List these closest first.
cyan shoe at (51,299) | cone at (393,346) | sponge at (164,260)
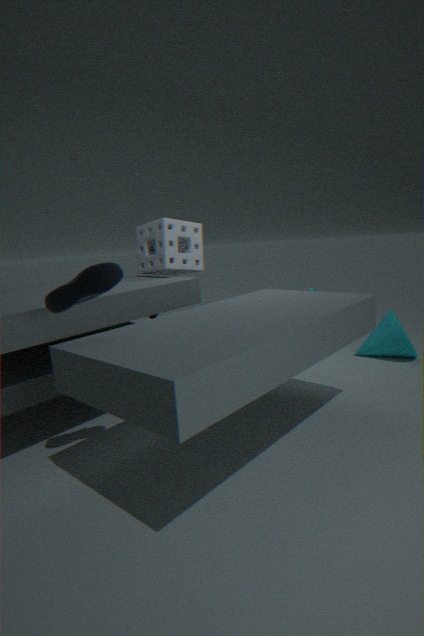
cyan shoe at (51,299) < sponge at (164,260) < cone at (393,346)
